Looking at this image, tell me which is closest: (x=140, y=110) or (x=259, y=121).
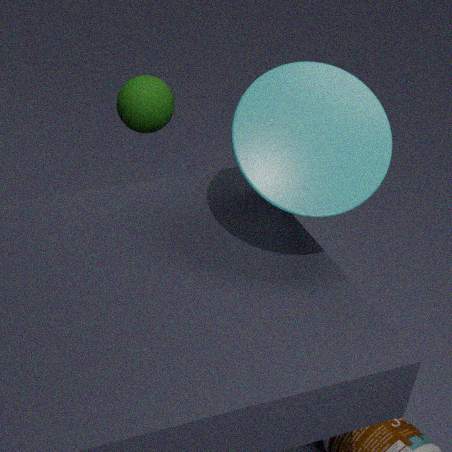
(x=259, y=121)
